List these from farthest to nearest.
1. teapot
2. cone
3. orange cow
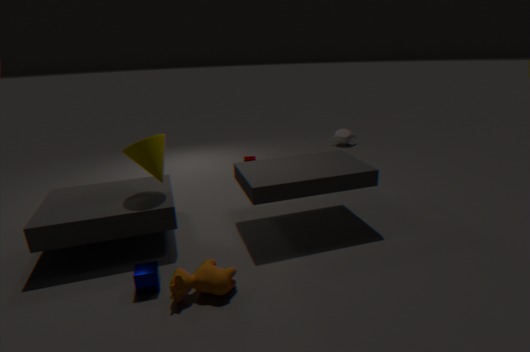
teapot → cone → orange cow
